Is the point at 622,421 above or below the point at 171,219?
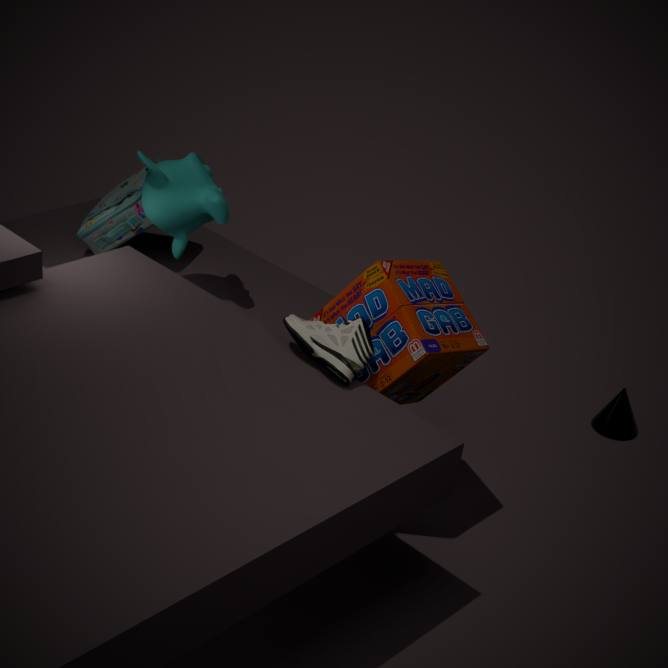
below
